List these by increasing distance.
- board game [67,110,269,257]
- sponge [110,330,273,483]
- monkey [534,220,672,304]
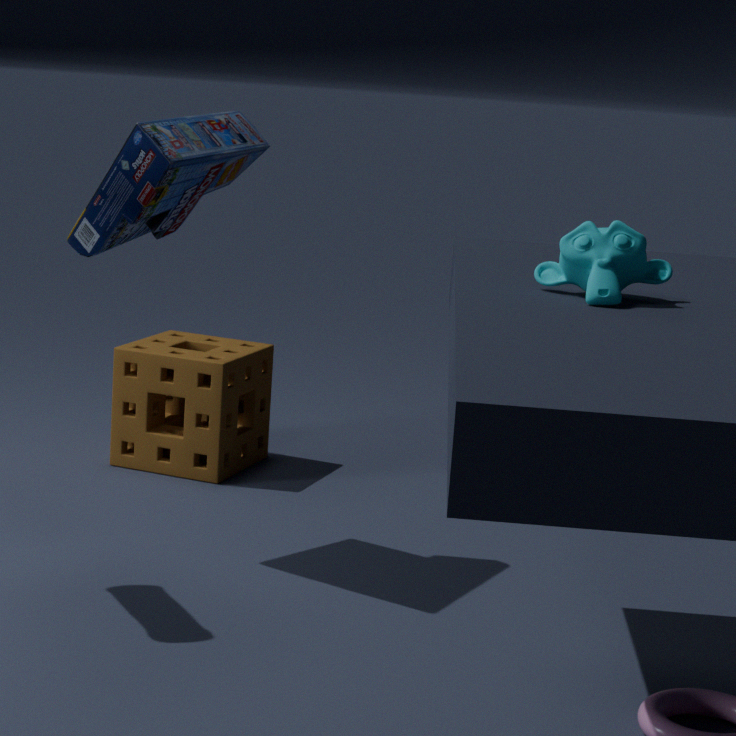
1. monkey [534,220,672,304]
2. board game [67,110,269,257]
3. sponge [110,330,273,483]
